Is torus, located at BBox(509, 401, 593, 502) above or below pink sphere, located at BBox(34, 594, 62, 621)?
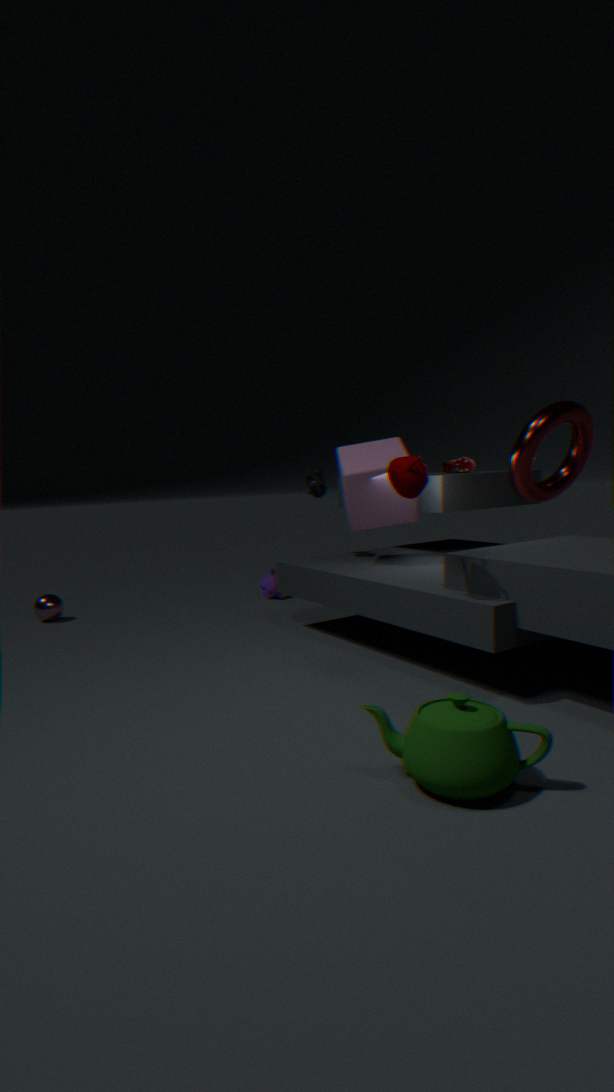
above
